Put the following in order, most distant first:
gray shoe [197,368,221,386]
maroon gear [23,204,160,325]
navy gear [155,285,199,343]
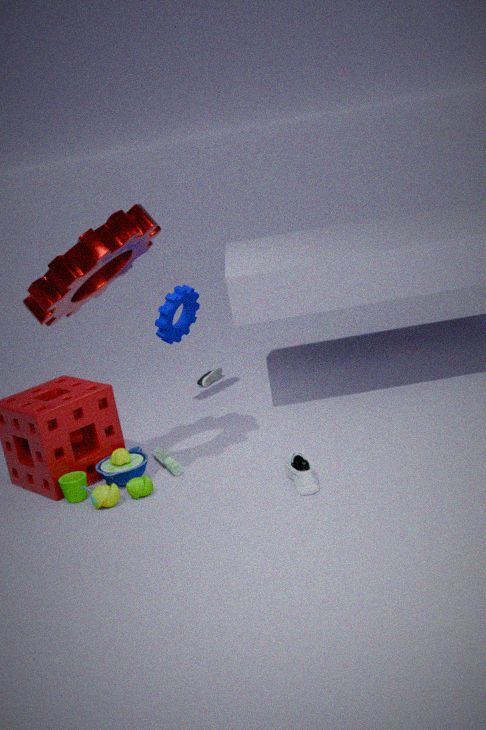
gray shoe [197,368,221,386]
navy gear [155,285,199,343]
maroon gear [23,204,160,325]
